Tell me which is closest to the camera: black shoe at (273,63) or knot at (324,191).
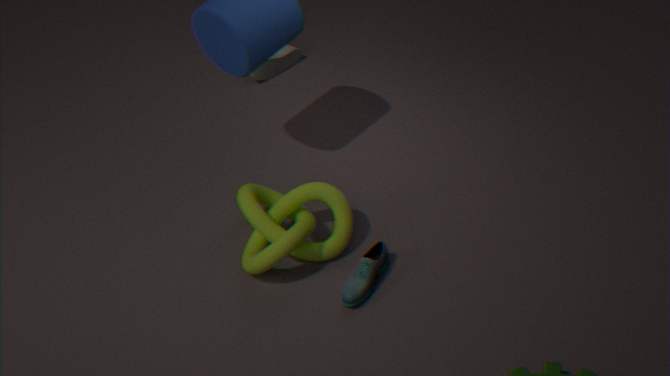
knot at (324,191)
